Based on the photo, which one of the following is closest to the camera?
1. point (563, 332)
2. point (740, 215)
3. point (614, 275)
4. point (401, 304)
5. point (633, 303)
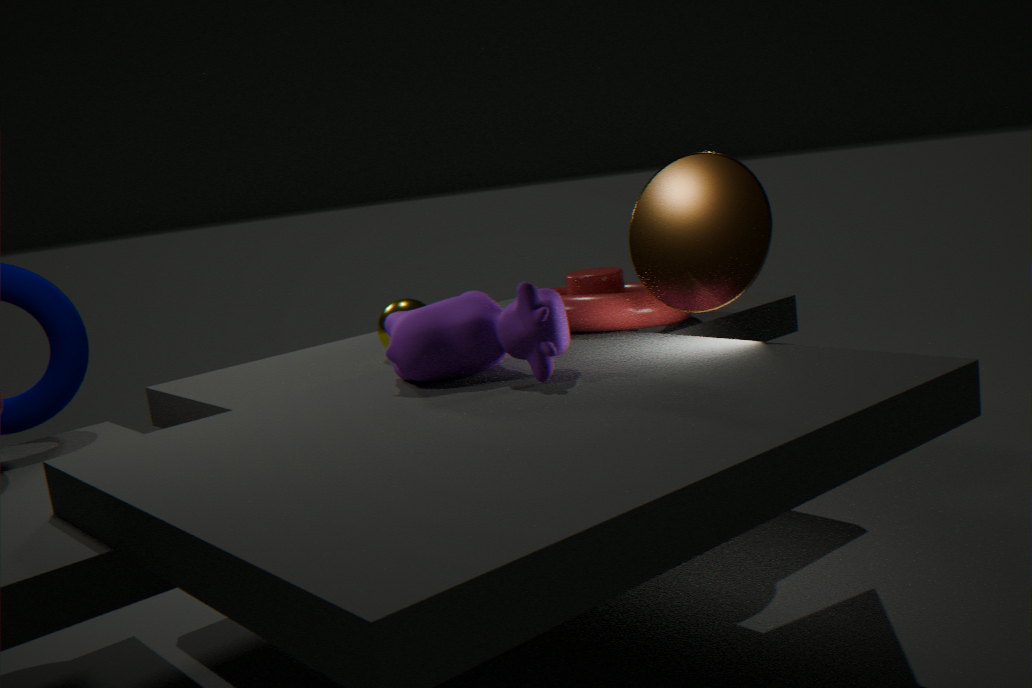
point (563, 332)
